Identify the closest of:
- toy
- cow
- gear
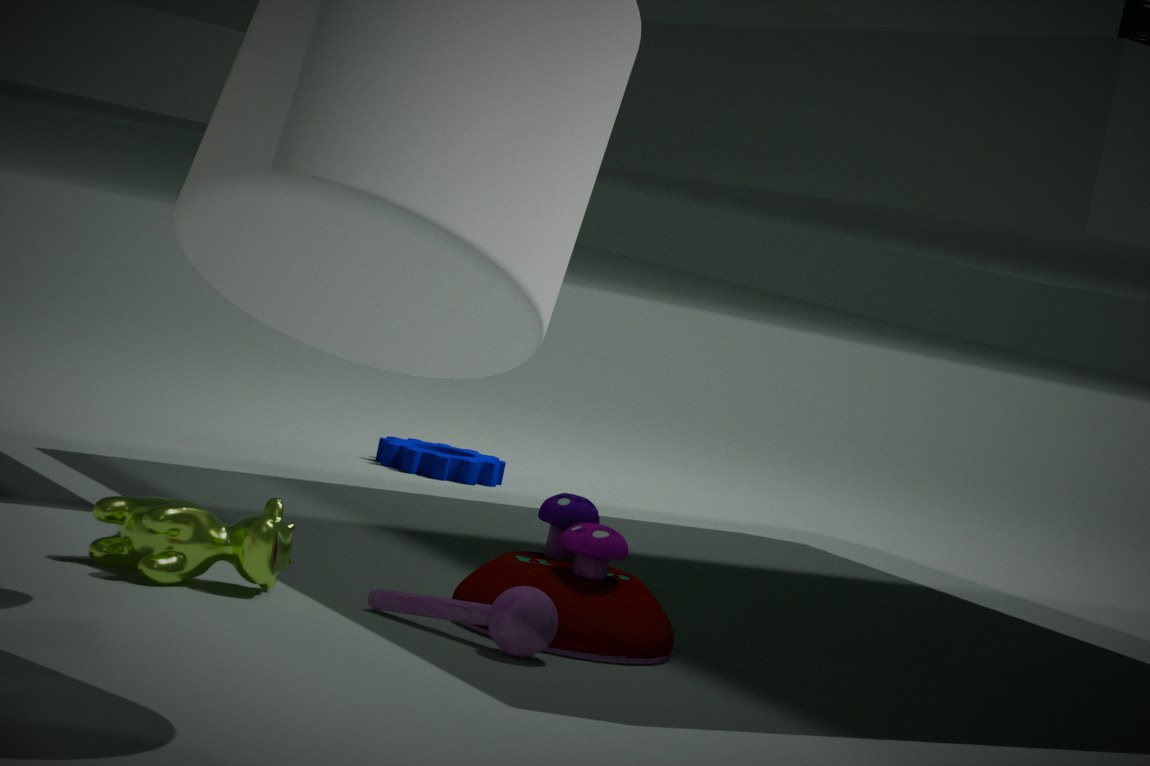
toy
